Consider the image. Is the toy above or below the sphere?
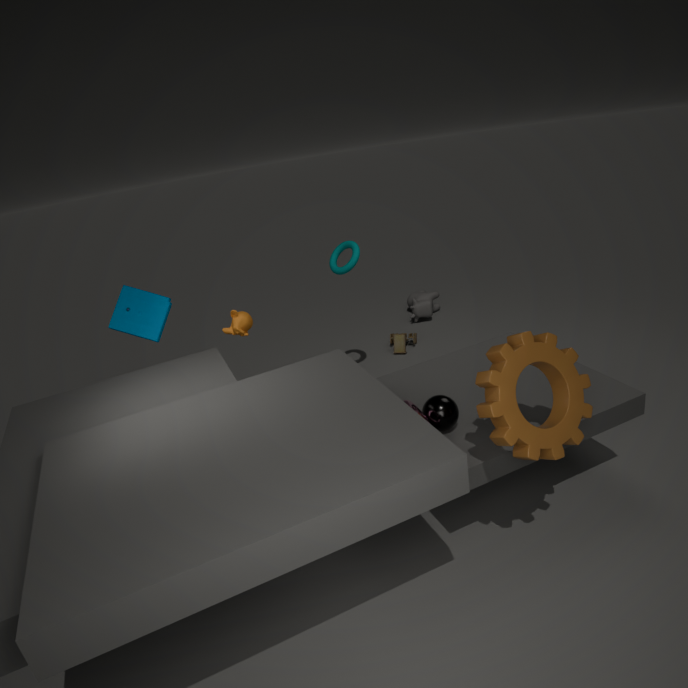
below
